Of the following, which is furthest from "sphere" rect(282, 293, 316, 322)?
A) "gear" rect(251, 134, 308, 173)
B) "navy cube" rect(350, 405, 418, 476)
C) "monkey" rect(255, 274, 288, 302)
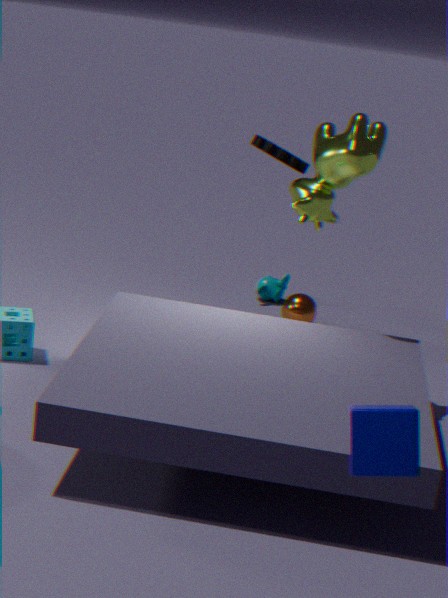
"navy cube" rect(350, 405, 418, 476)
